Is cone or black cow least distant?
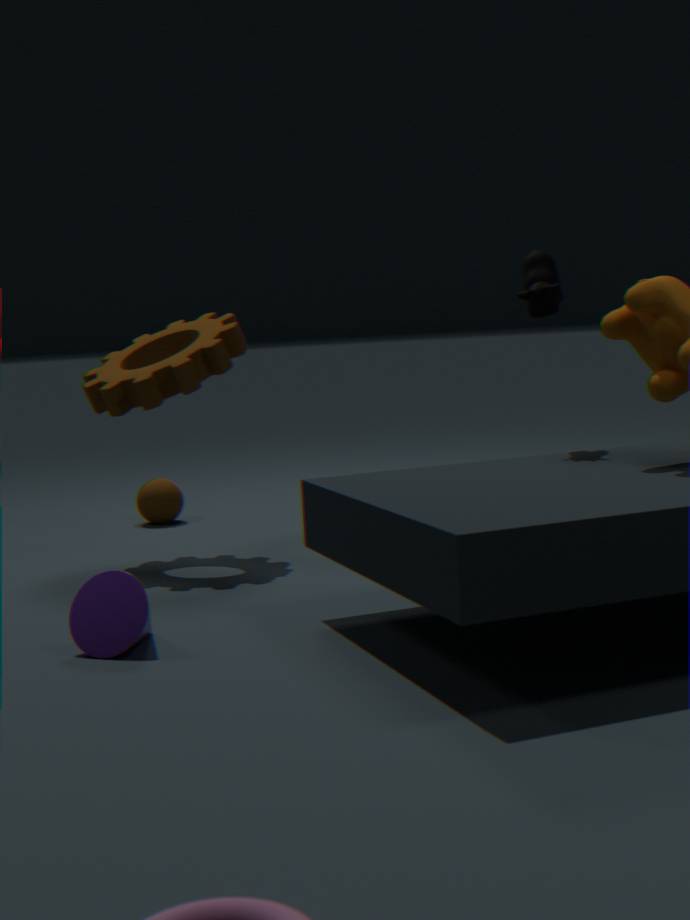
cone
